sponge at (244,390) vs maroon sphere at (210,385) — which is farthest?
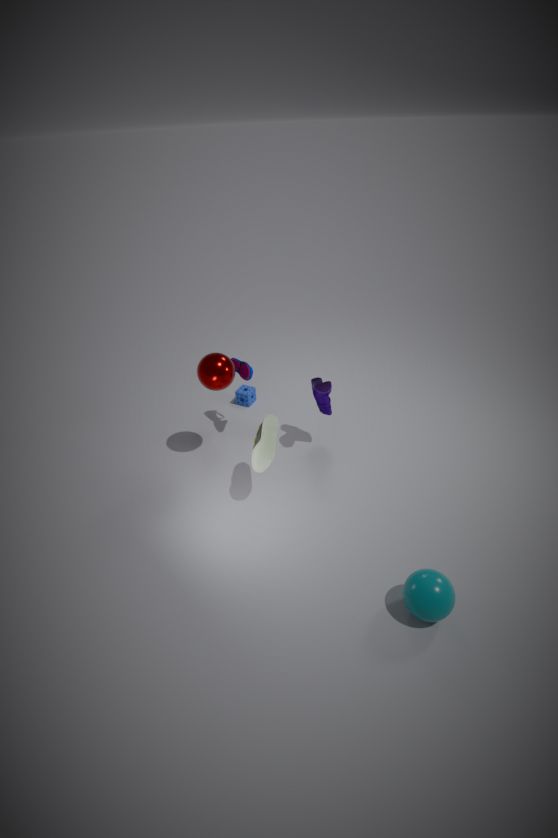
sponge at (244,390)
